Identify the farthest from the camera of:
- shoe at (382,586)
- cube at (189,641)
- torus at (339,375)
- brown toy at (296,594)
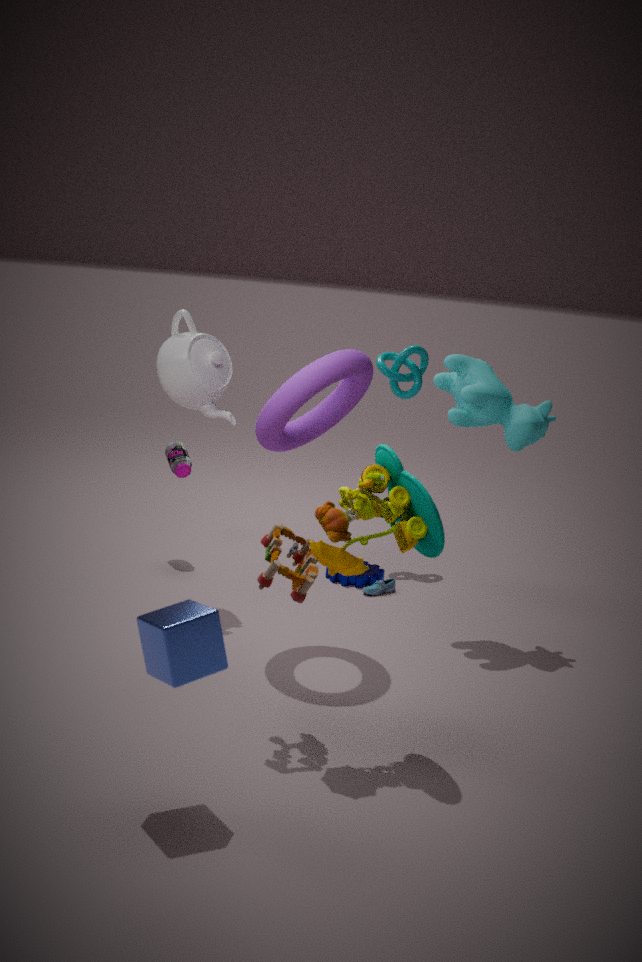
shoe at (382,586)
